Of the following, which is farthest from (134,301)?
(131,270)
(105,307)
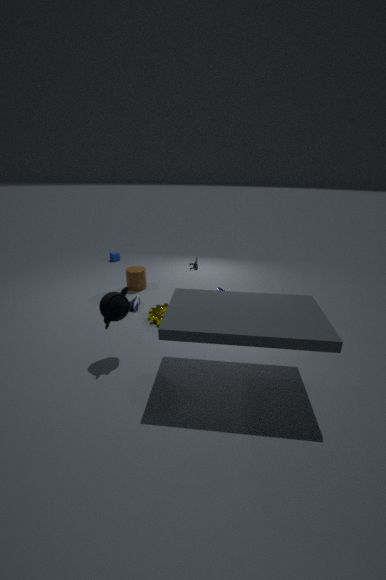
(105,307)
